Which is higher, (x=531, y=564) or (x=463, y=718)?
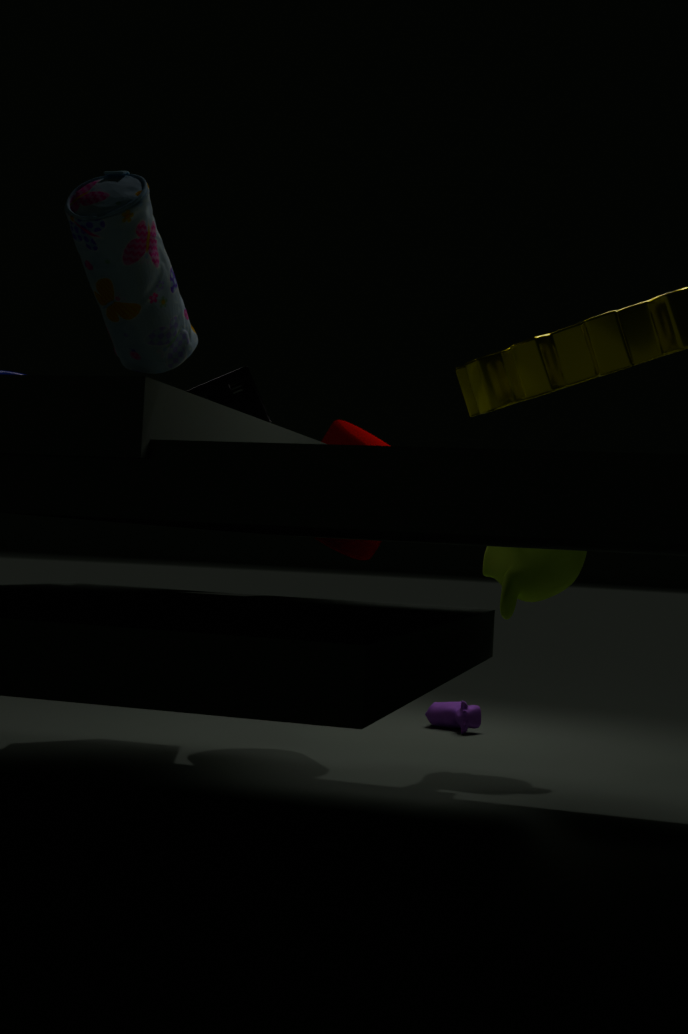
(x=531, y=564)
